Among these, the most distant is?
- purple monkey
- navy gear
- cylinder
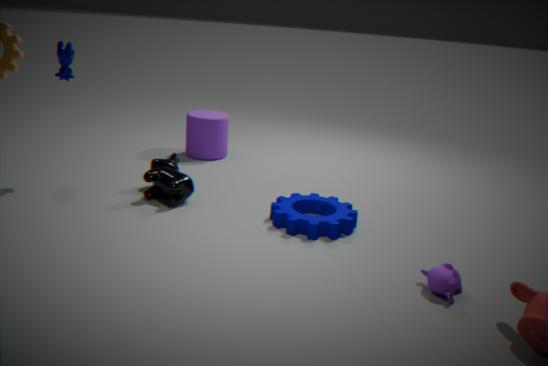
cylinder
